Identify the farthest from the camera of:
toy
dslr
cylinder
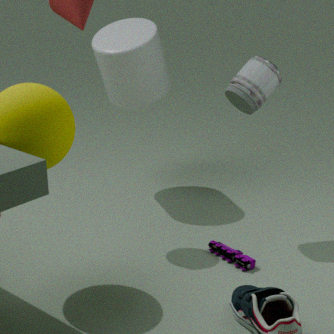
cylinder
